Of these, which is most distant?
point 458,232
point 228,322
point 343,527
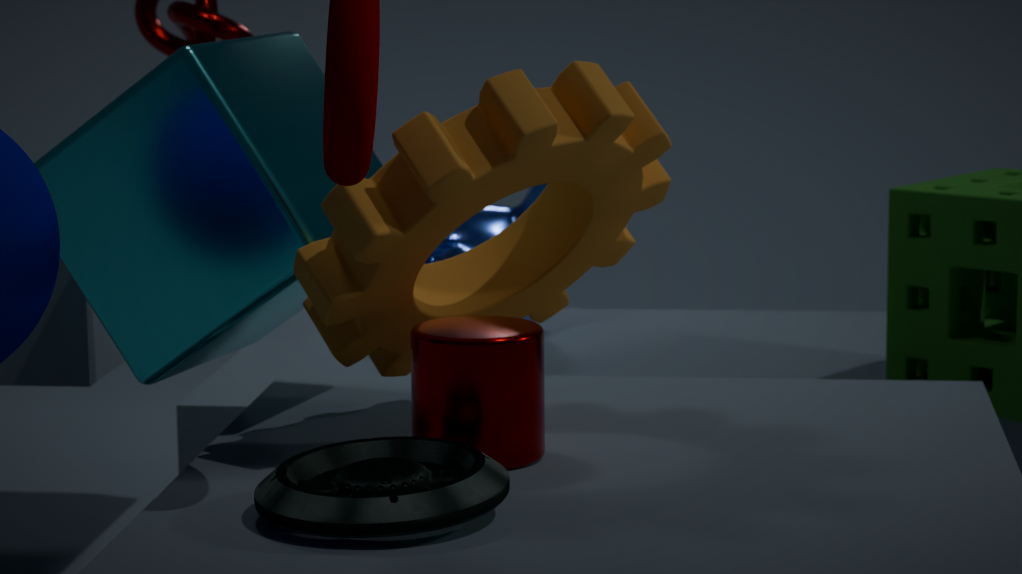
point 458,232
